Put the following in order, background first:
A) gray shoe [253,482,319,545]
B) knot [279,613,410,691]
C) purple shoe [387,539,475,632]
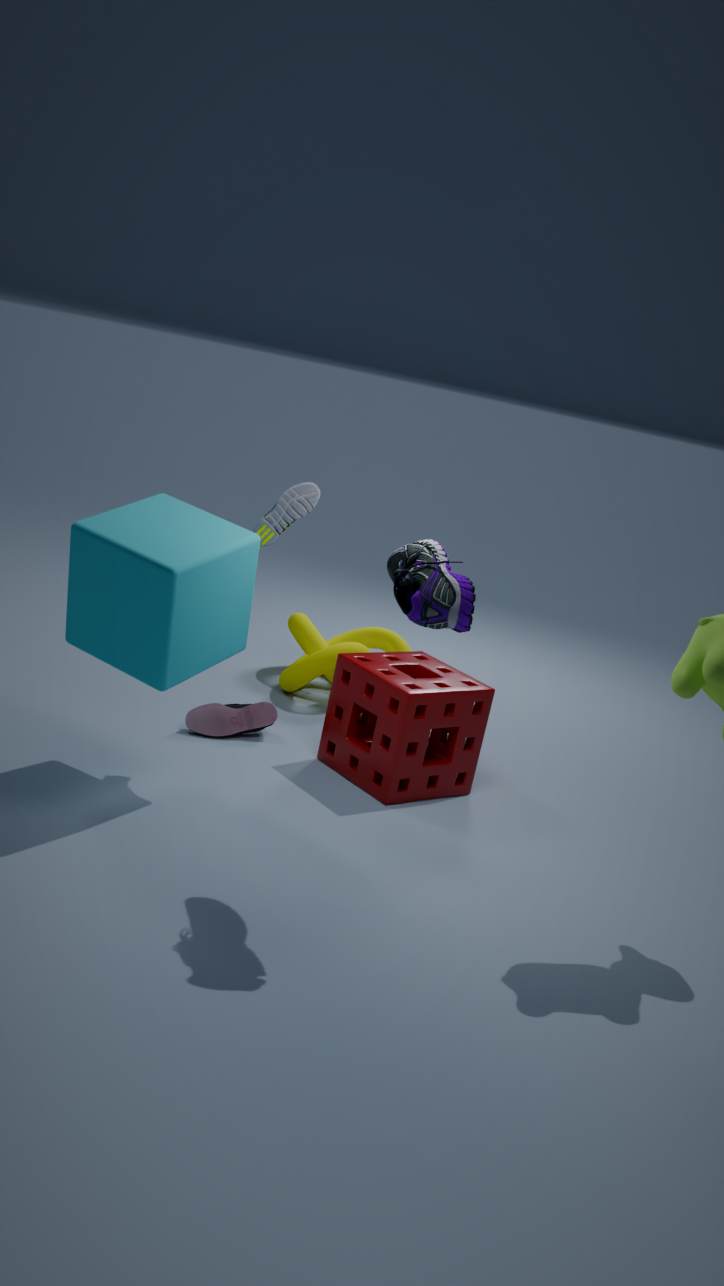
knot [279,613,410,691] → gray shoe [253,482,319,545] → purple shoe [387,539,475,632]
